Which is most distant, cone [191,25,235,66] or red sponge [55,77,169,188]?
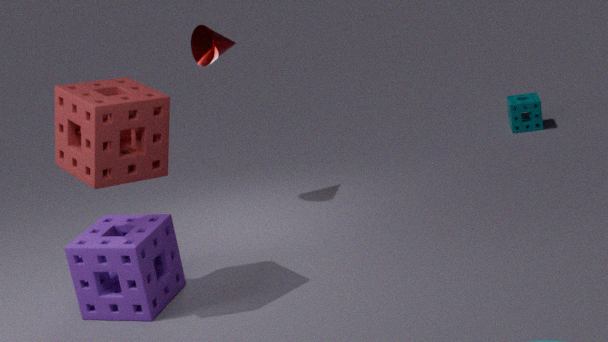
cone [191,25,235,66]
